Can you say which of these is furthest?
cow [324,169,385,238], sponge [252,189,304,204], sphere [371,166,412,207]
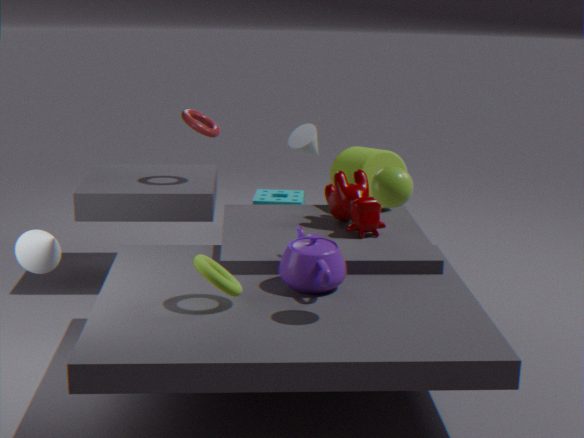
sponge [252,189,304,204]
